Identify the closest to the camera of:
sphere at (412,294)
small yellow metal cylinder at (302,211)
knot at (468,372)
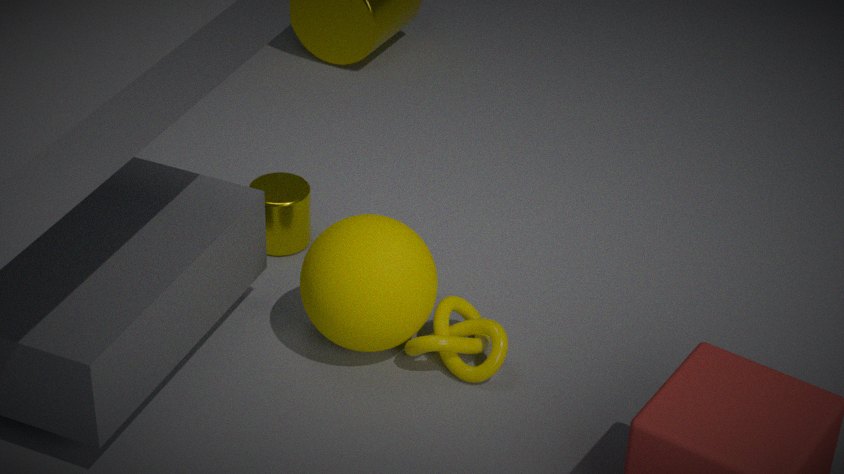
sphere at (412,294)
